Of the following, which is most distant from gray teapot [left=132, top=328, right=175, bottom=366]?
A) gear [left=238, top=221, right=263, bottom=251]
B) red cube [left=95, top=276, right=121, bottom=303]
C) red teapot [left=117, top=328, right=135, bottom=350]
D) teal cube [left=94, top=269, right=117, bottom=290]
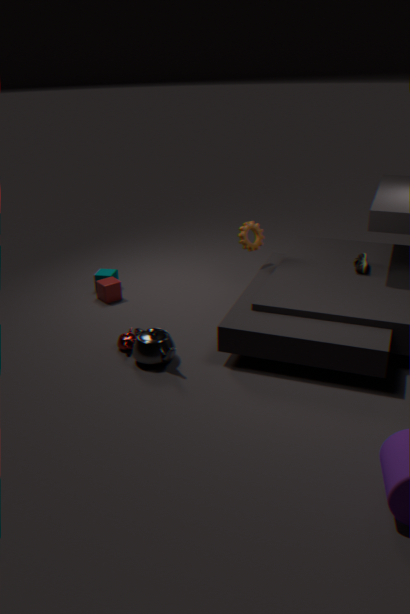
gear [left=238, top=221, right=263, bottom=251]
